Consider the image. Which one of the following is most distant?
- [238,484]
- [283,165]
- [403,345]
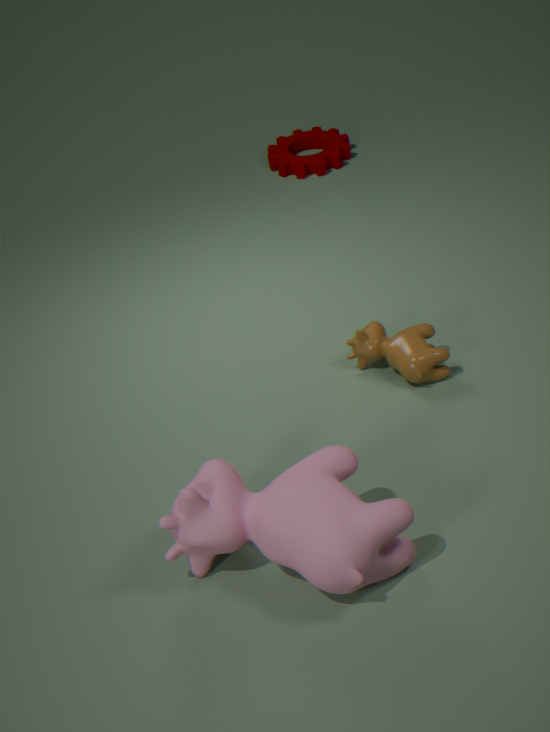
[283,165]
